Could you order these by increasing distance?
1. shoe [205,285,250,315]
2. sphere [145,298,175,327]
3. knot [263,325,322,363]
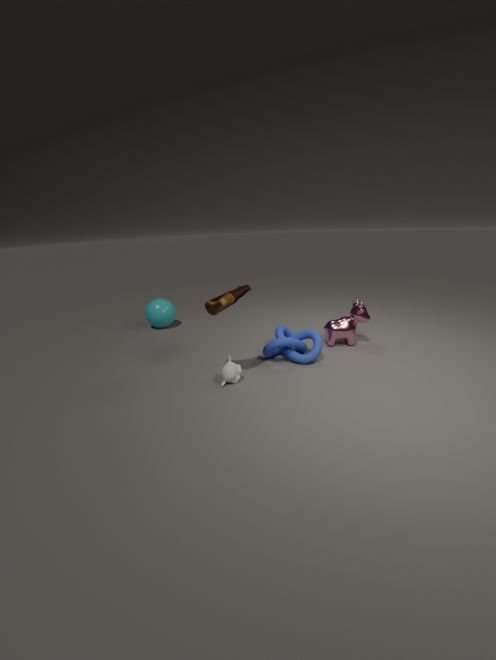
1. shoe [205,285,250,315]
2. knot [263,325,322,363]
3. sphere [145,298,175,327]
